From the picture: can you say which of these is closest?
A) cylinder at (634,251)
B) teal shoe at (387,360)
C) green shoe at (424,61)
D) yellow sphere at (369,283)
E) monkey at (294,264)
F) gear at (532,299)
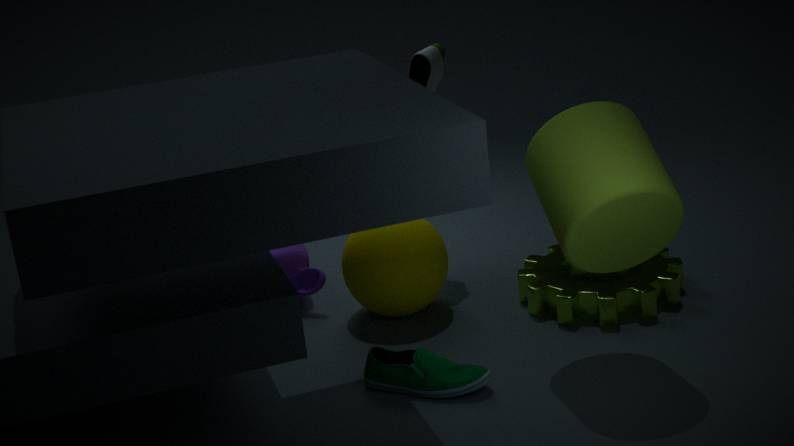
cylinder at (634,251)
